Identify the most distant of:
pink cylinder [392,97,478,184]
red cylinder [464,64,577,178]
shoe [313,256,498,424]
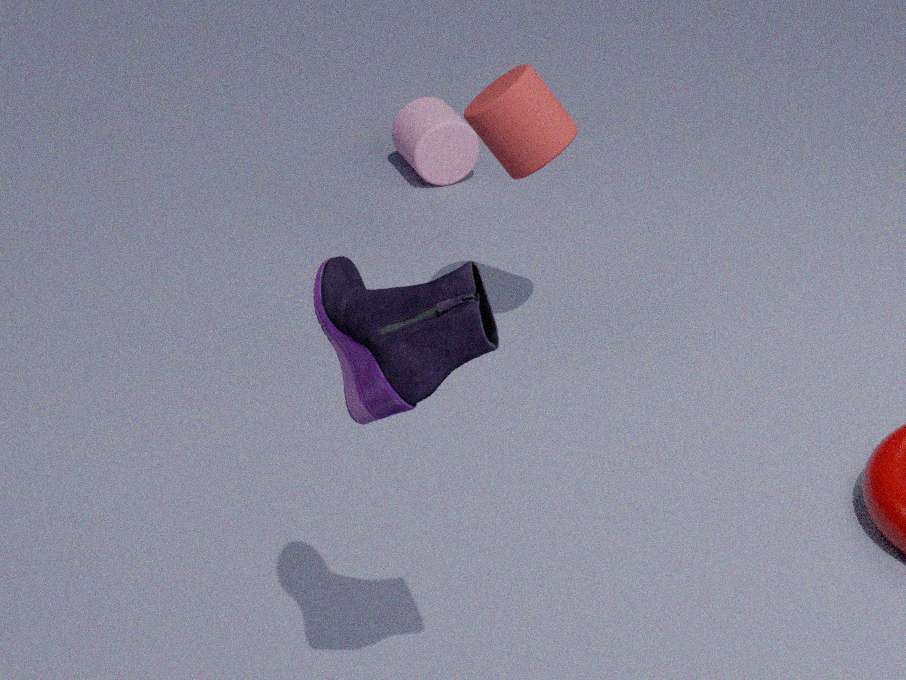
pink cylinder [392,97,478,184]
